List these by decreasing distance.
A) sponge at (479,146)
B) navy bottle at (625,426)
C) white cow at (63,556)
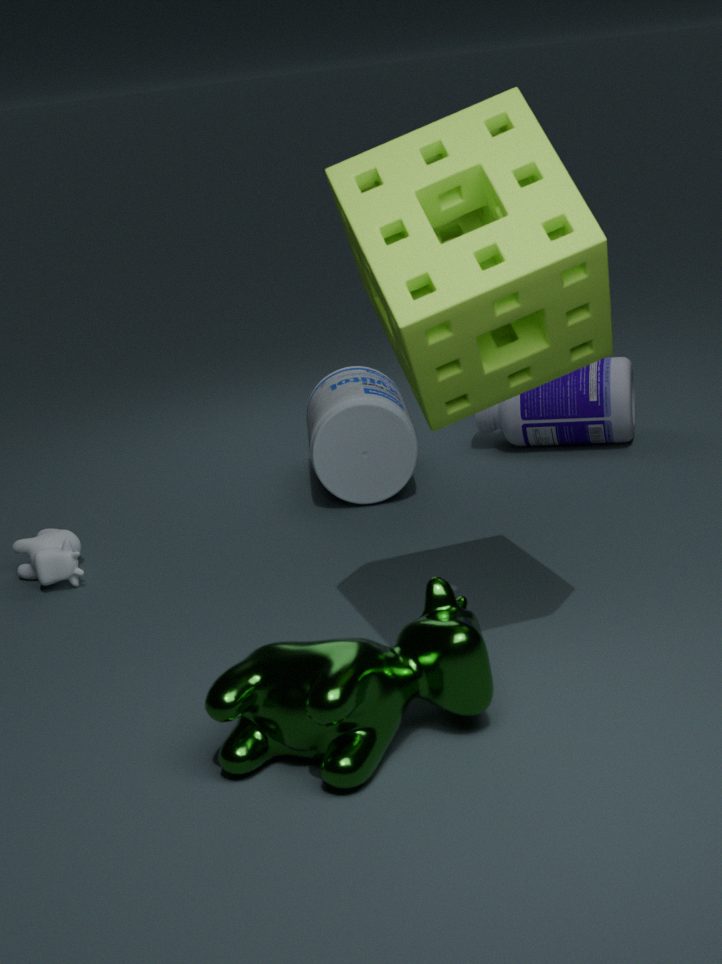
navy bottle at (625,426) < white cow at (63,556) < sponge at (479,146)
